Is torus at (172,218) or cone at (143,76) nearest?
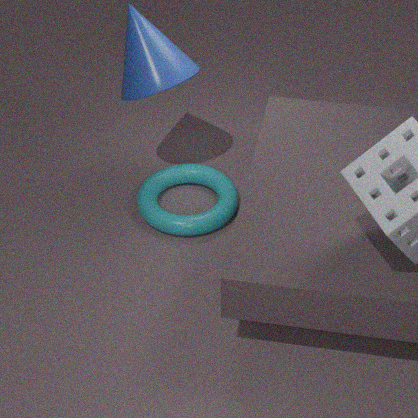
cone at (143,76)
